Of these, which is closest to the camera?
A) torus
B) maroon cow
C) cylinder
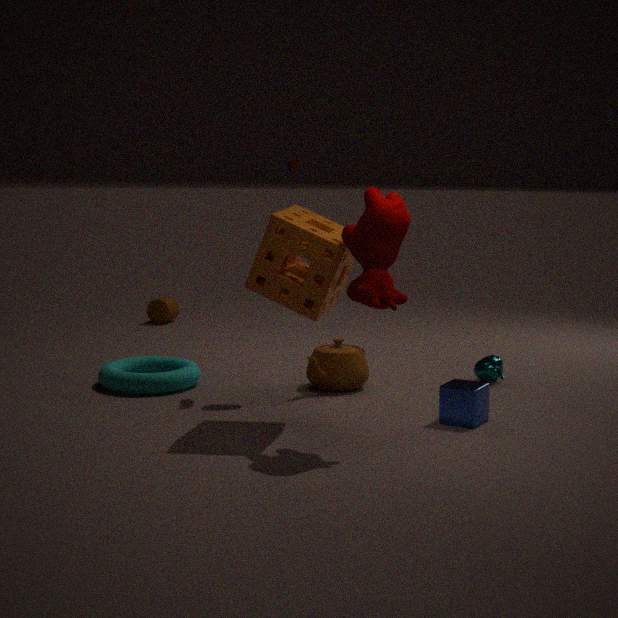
maroon cow
